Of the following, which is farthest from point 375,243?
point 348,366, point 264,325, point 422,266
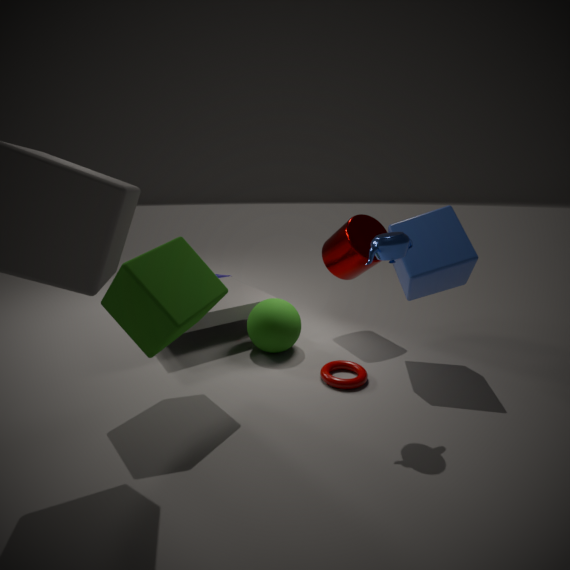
point 264,325
